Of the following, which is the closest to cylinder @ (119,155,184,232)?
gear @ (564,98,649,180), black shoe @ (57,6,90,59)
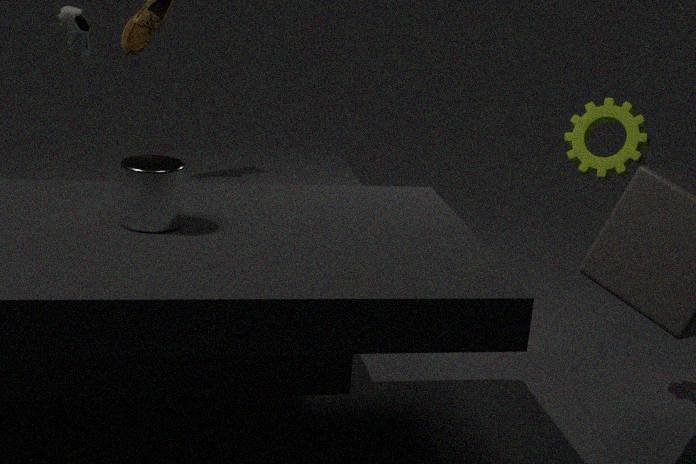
black shoe @ (57,6,90,59)
